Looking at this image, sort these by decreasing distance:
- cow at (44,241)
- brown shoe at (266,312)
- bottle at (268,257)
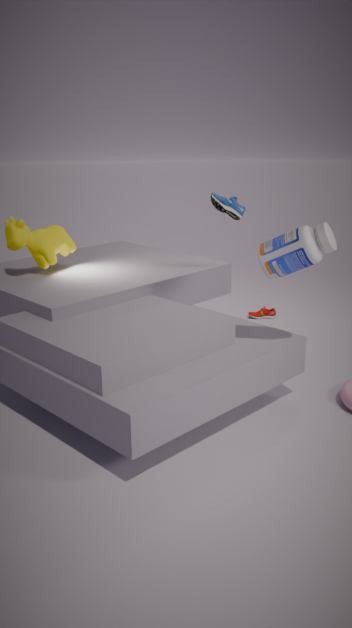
brown shoe at (266,312) → cow at (44,241) → bottle at (268,257)
